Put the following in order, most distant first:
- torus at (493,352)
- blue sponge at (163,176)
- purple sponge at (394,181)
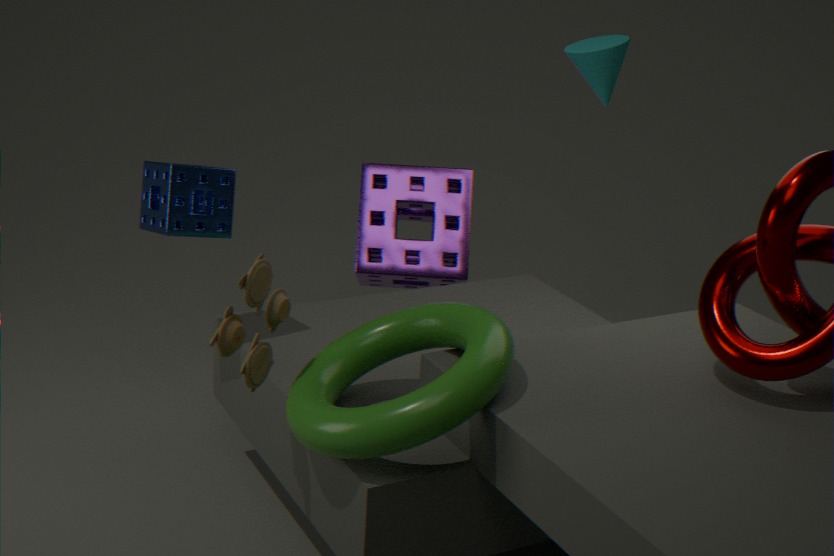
purple sponge at (394,181) → blue sponge at (163,176) → torus at (493,352)
